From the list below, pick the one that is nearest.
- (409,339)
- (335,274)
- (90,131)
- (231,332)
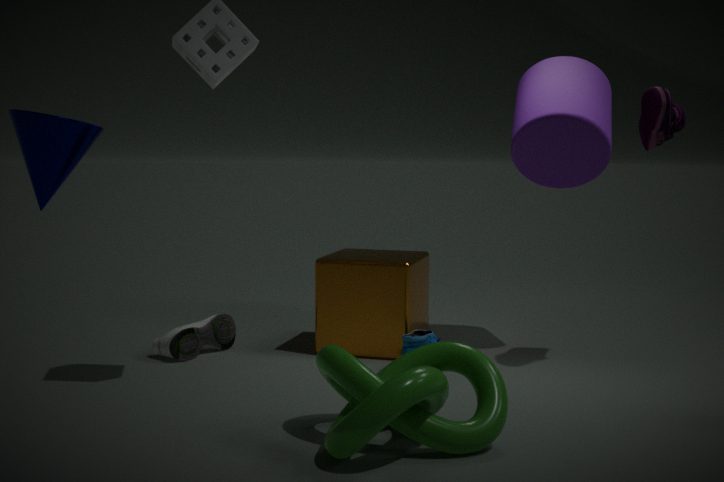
(90,131)
